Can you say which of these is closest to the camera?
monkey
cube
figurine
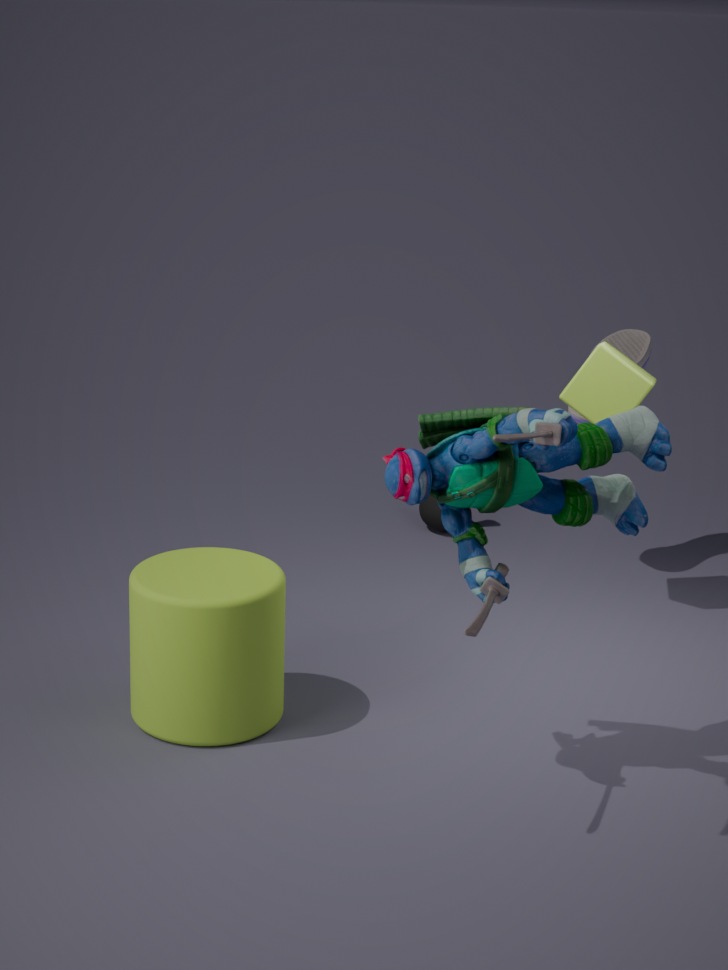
figurine
